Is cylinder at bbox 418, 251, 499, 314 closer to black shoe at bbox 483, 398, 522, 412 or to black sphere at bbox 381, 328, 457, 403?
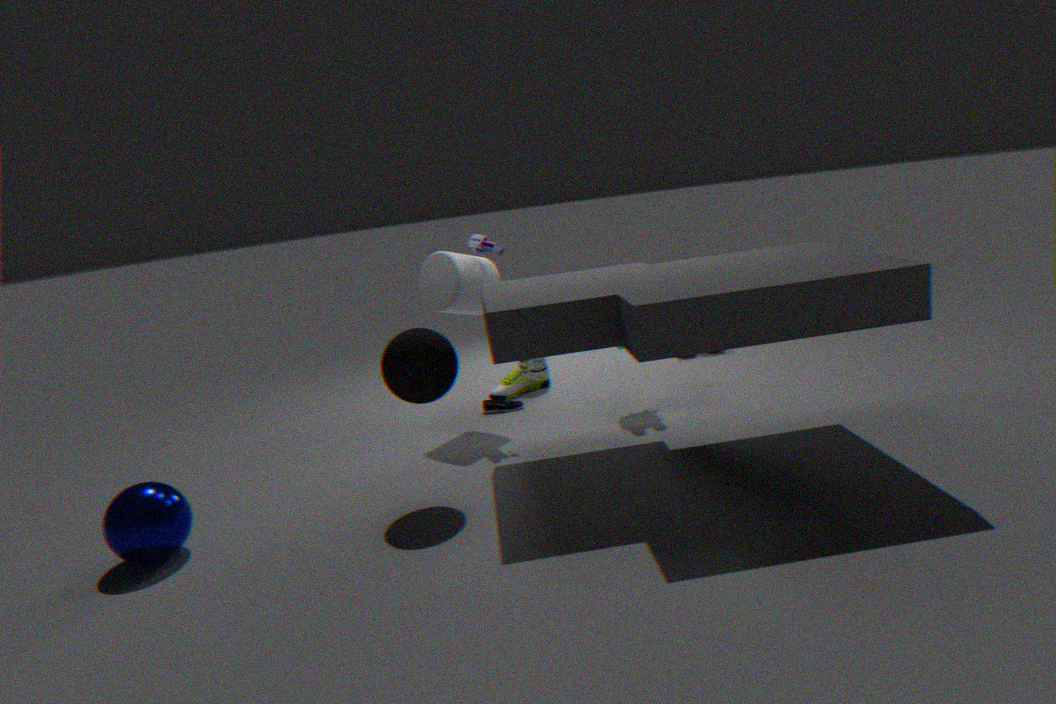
black shoe at bbox 483, 398, 522, 412
